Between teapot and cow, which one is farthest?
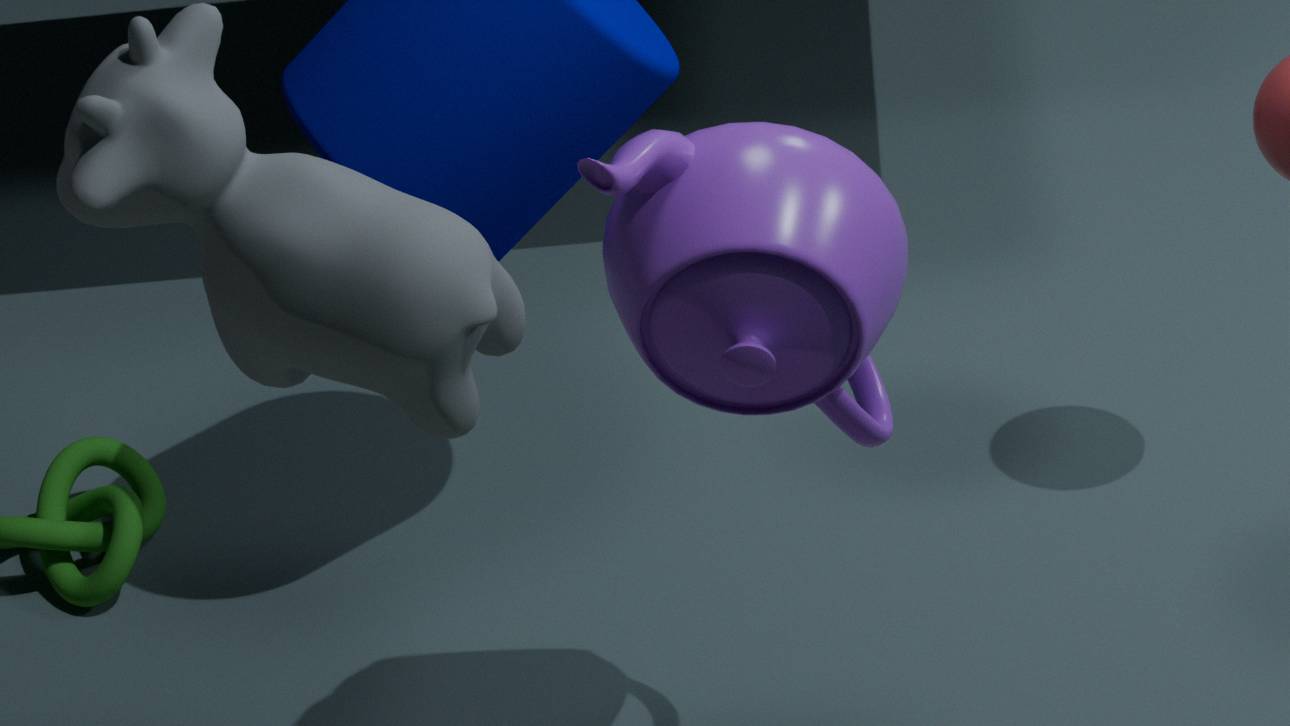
teapot
